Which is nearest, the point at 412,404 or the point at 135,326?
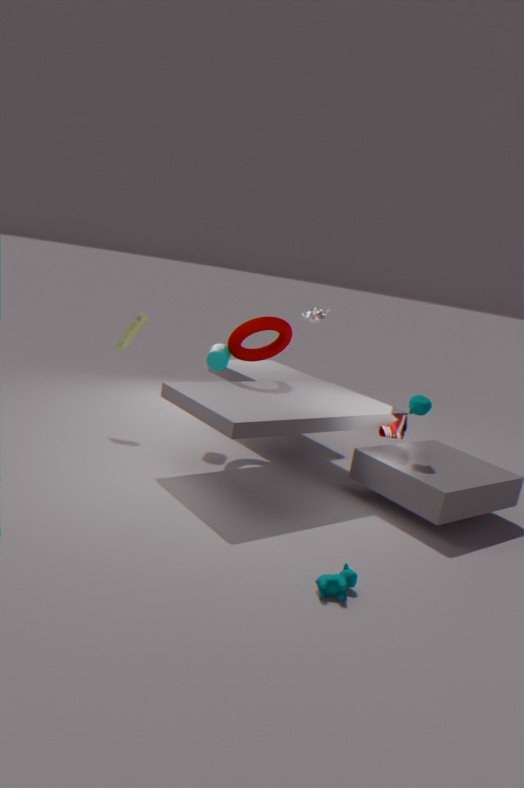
the point at 412,404
